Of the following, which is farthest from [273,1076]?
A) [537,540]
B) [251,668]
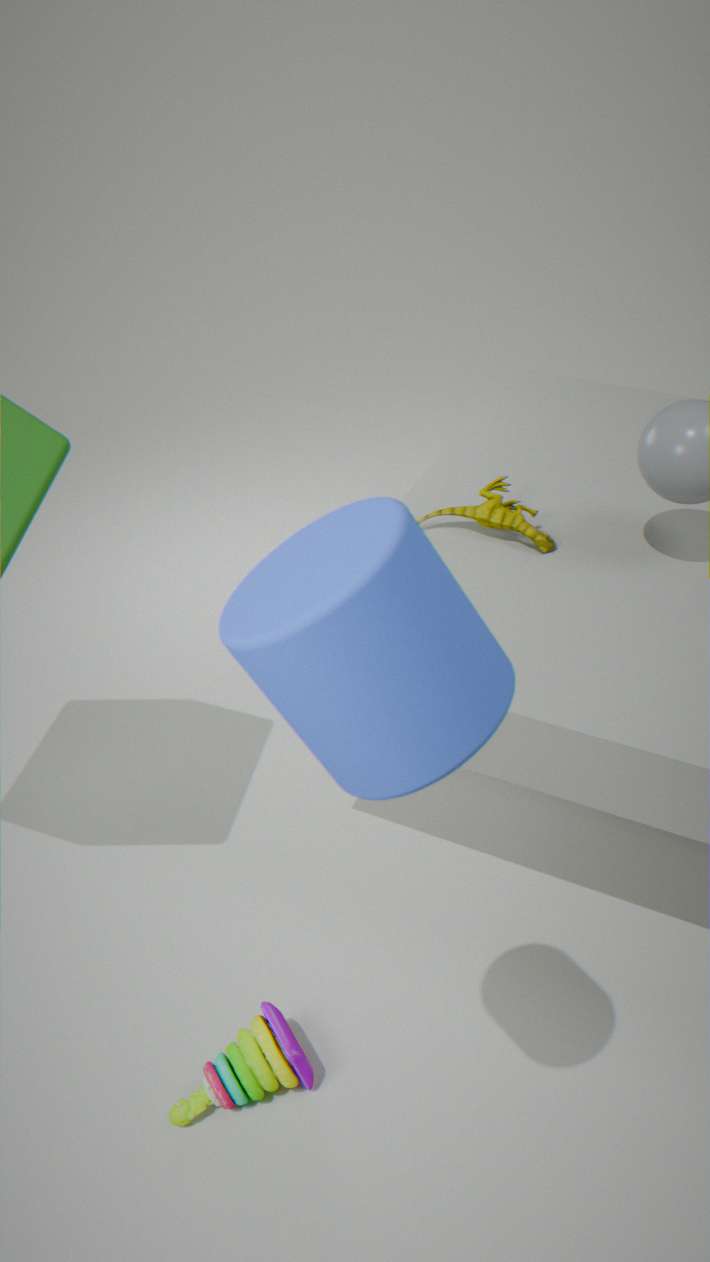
[251,668]
